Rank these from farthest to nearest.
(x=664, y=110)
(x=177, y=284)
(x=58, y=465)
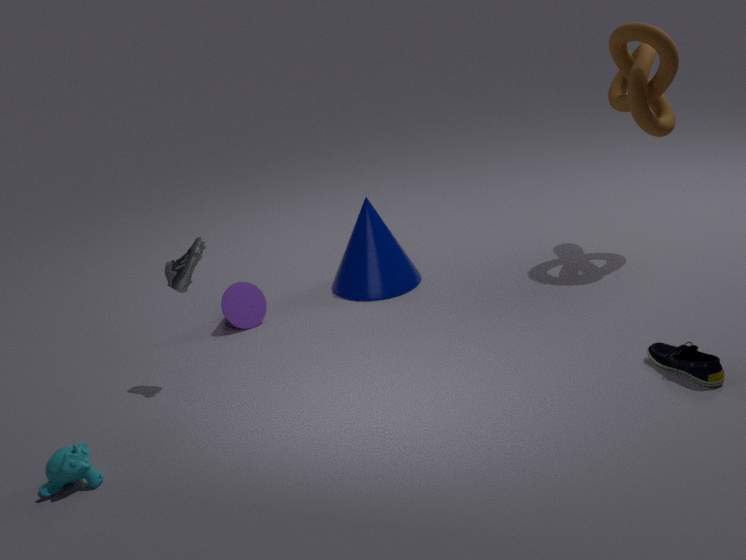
(x=664, y=110) → (x=177, y=284) → (x=58, y=465)
